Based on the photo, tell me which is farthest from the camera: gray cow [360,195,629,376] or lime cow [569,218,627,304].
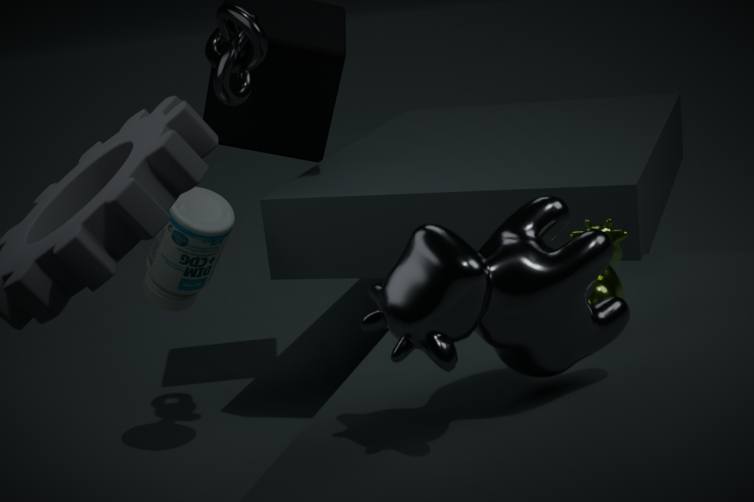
lime cow [569,218,627,304]
